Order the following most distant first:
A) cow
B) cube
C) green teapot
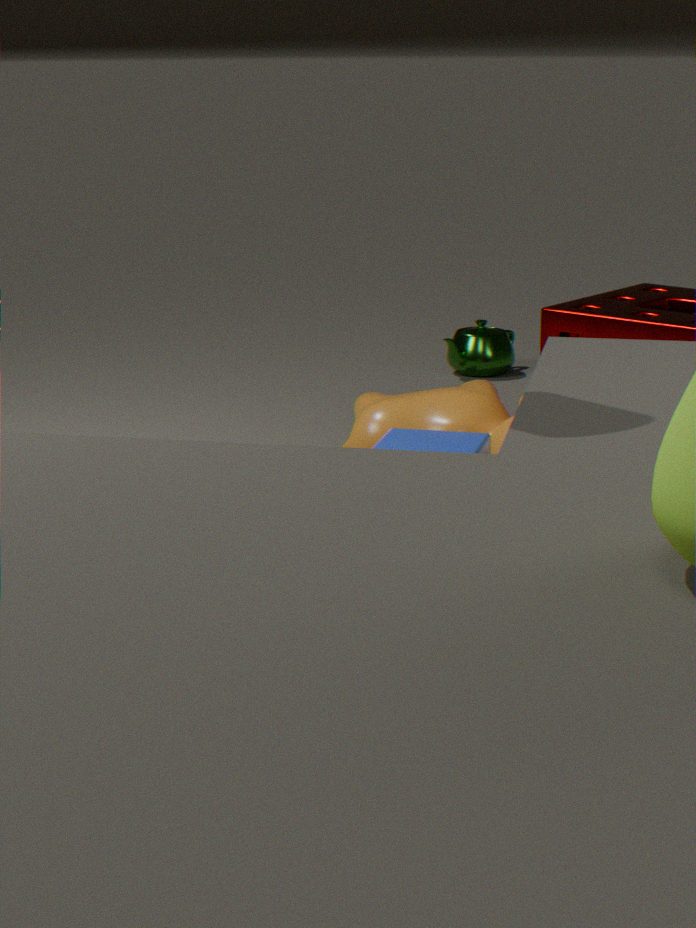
green teapot → cow → cube
